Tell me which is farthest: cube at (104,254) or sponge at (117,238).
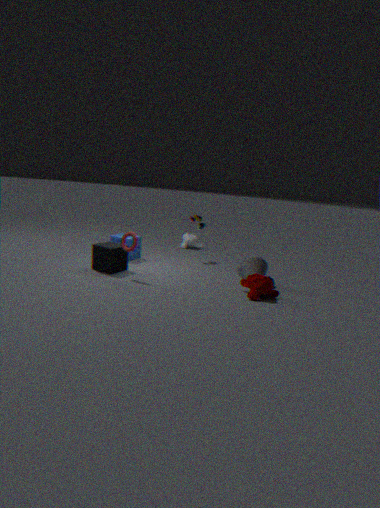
sponge at (117,238)
